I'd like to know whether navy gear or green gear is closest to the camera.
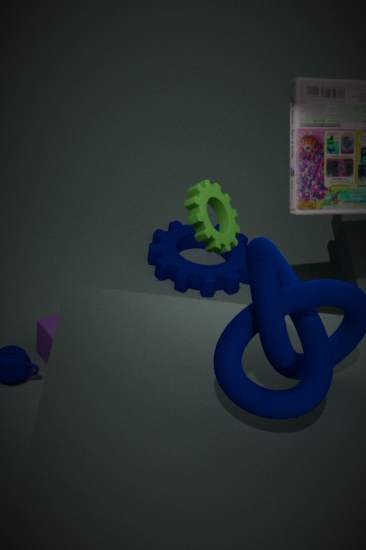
green gear
